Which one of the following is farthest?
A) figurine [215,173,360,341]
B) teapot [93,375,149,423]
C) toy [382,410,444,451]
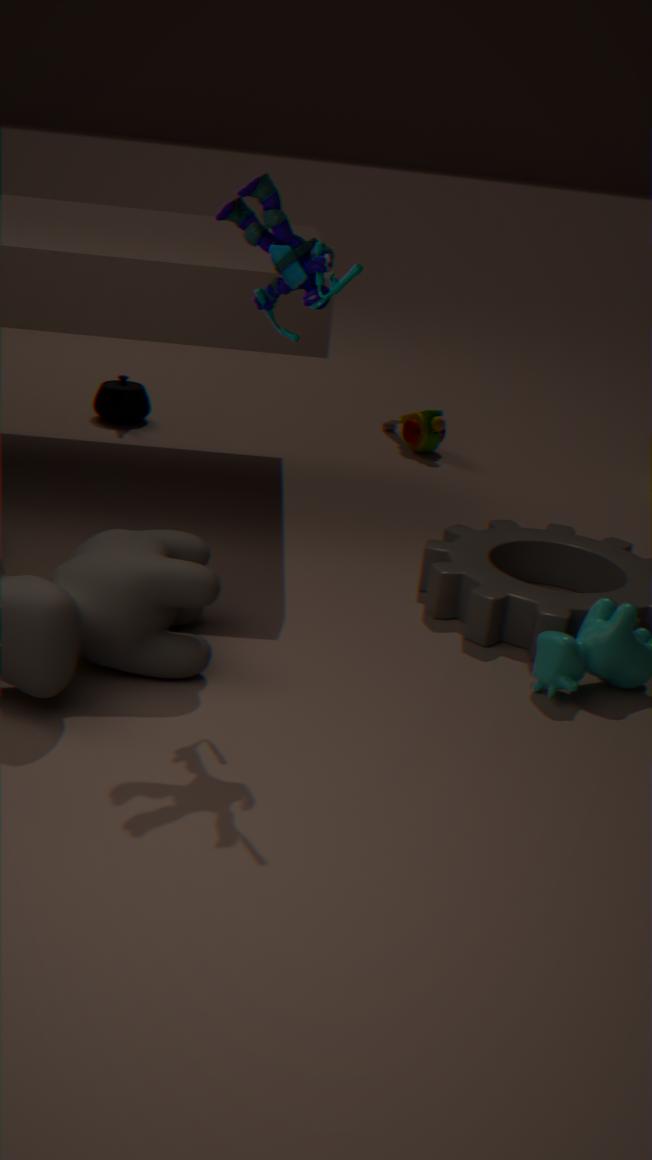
toy [382,410,444,451]
